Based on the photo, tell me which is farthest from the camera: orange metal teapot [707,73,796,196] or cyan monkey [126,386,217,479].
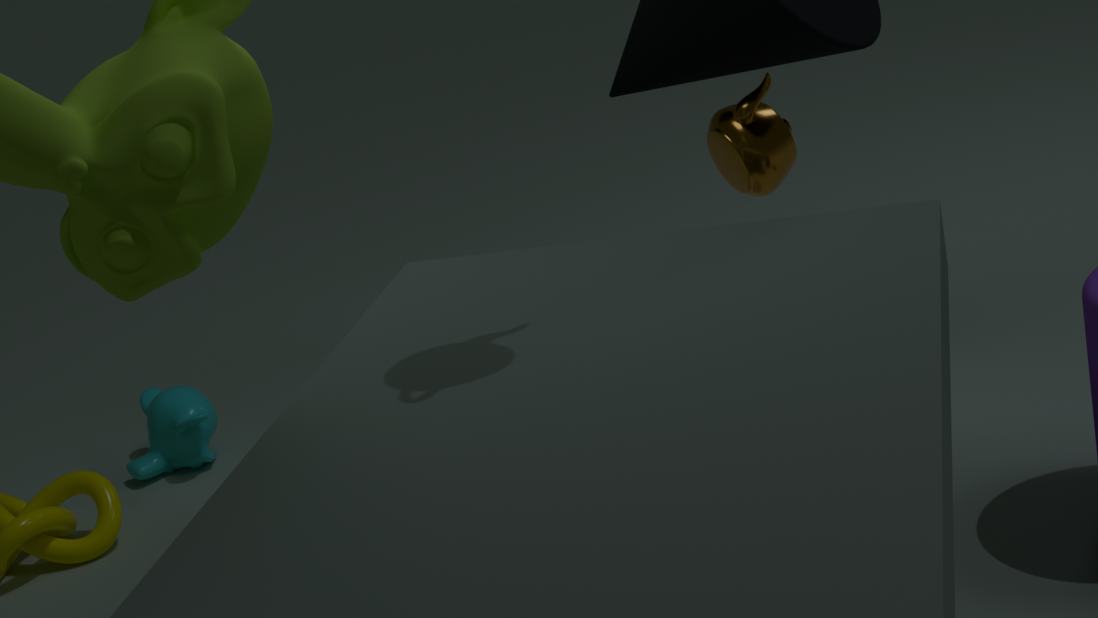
cyan monkey [126,386,217,479]
